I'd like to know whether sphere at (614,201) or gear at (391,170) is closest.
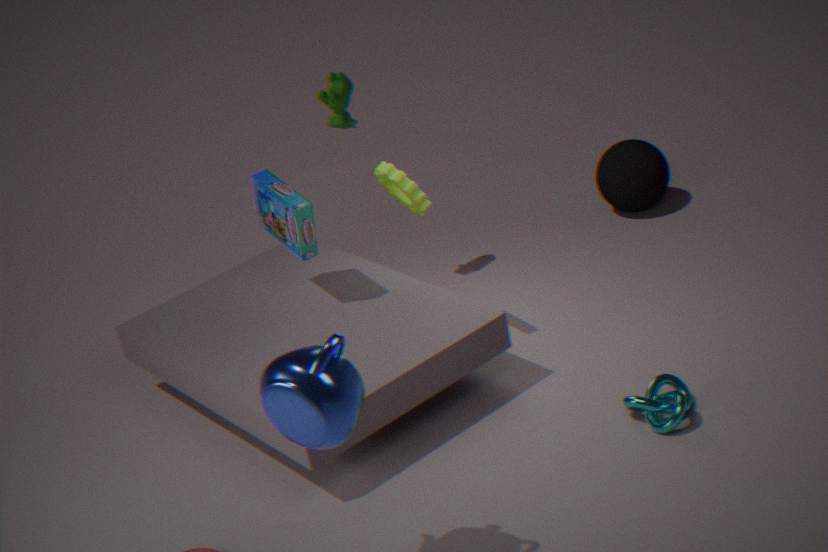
gear at (391,170)
